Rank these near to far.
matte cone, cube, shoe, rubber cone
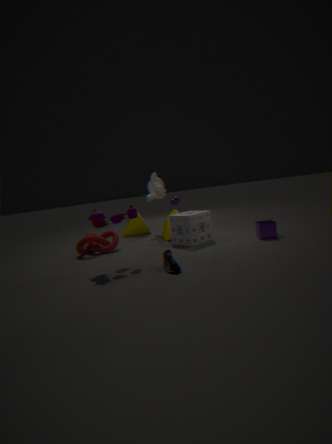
shoe → cube → matte cone → rubber cone
